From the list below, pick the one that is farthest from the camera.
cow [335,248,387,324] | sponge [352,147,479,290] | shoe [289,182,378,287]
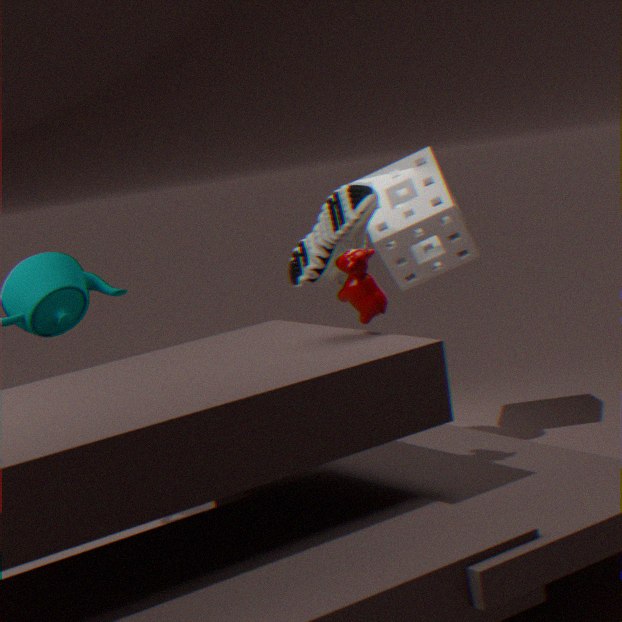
sponge [352,147,479,290]
